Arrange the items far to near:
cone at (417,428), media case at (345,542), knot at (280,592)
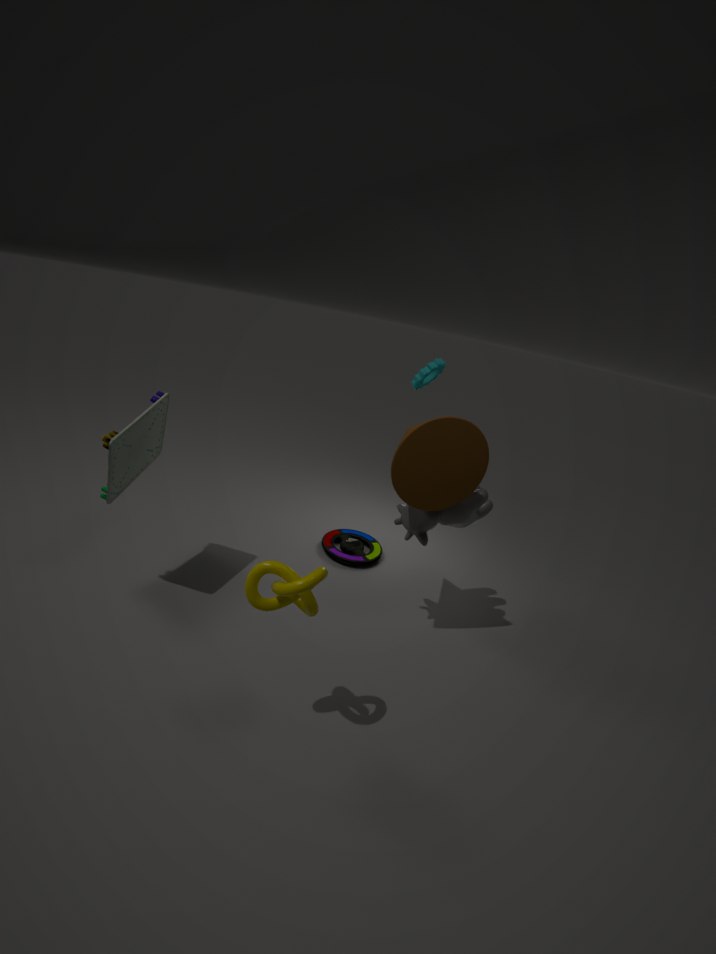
media case at (345,542), cone at (417,428), knot at (280,592)
